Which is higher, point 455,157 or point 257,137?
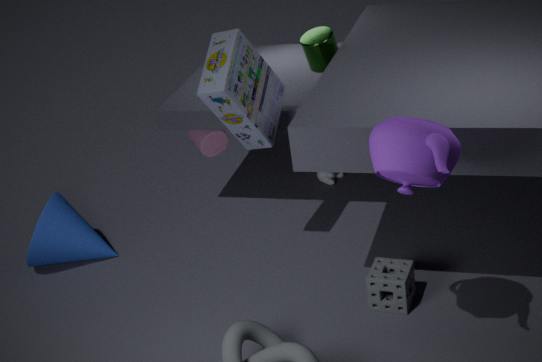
point 455,157
